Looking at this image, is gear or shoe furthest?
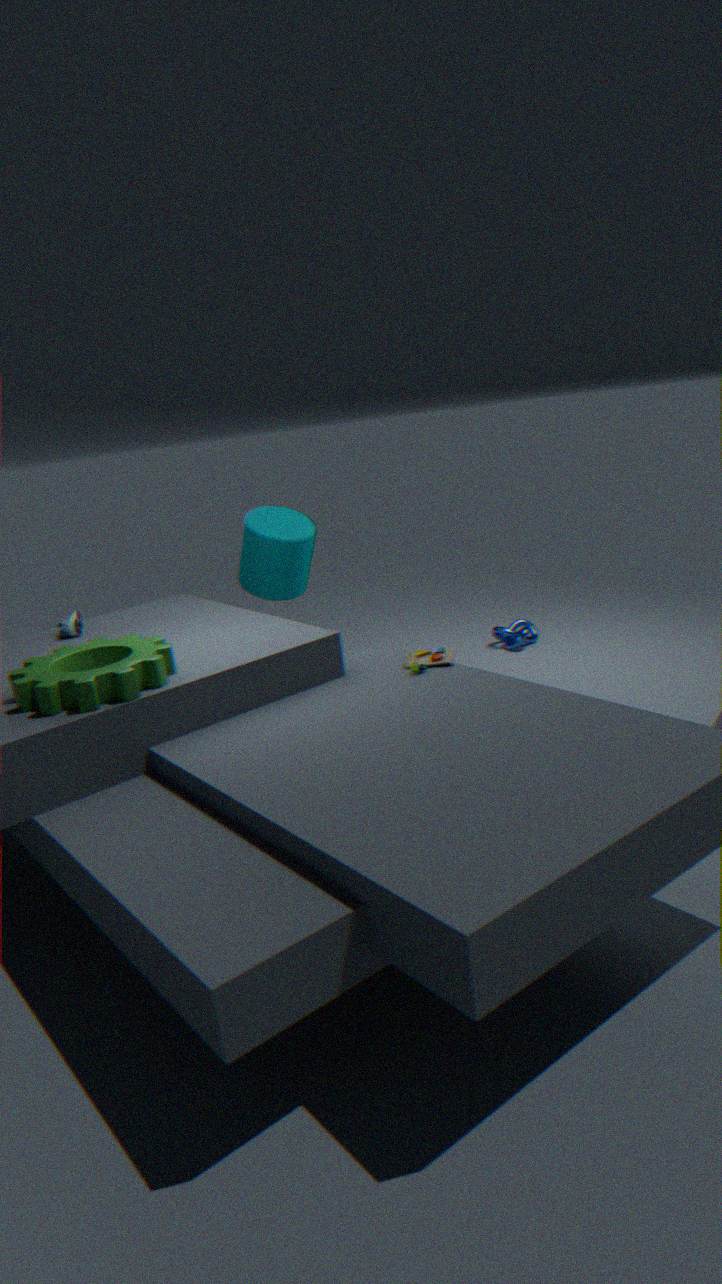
shoe
